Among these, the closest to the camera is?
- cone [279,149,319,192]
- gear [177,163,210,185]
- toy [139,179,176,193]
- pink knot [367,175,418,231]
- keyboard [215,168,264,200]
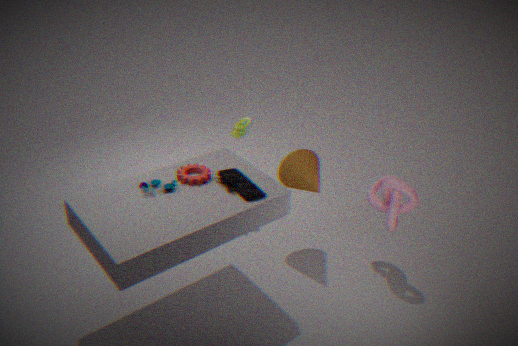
toy [139,179,176,193]
